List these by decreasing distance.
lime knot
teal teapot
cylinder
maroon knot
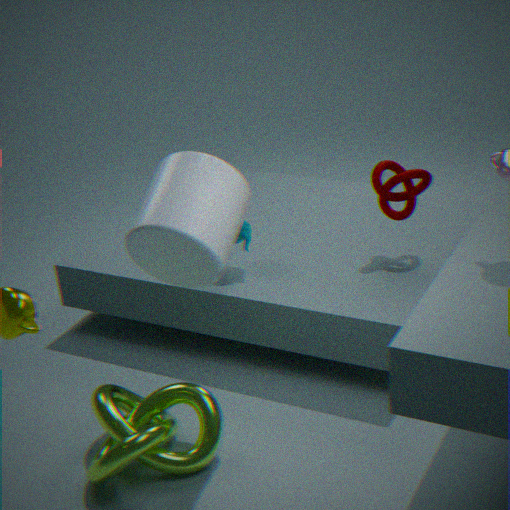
1. teal teapot
2. maroon knot
3. lime knot
4. cylinder
